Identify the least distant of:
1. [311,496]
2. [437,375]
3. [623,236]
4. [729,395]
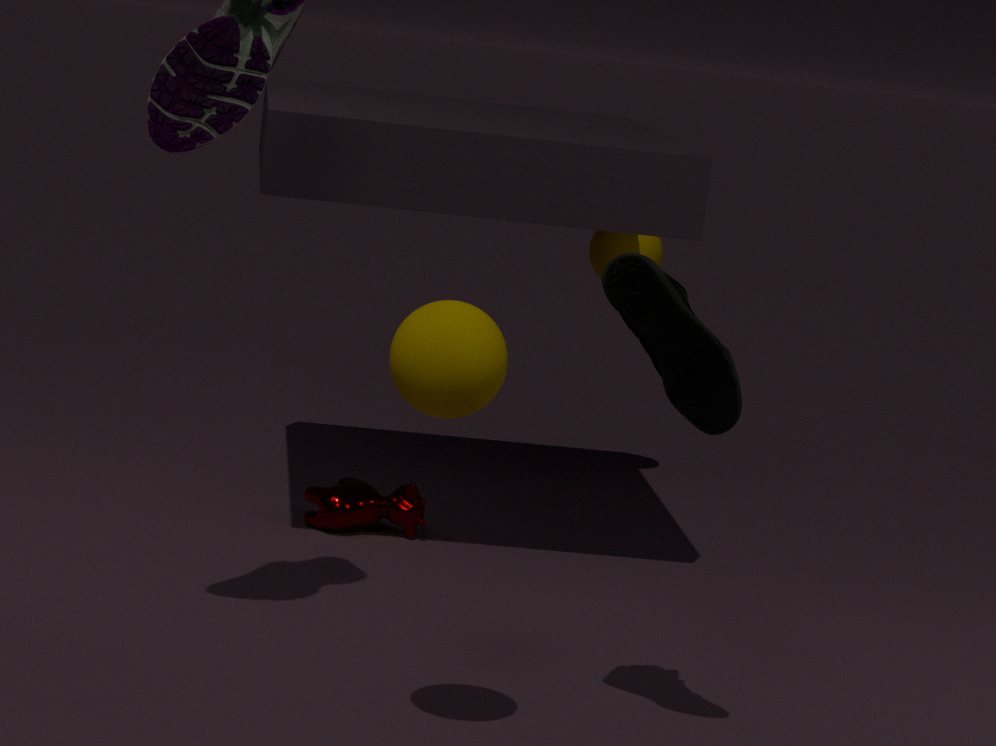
[437,375]
